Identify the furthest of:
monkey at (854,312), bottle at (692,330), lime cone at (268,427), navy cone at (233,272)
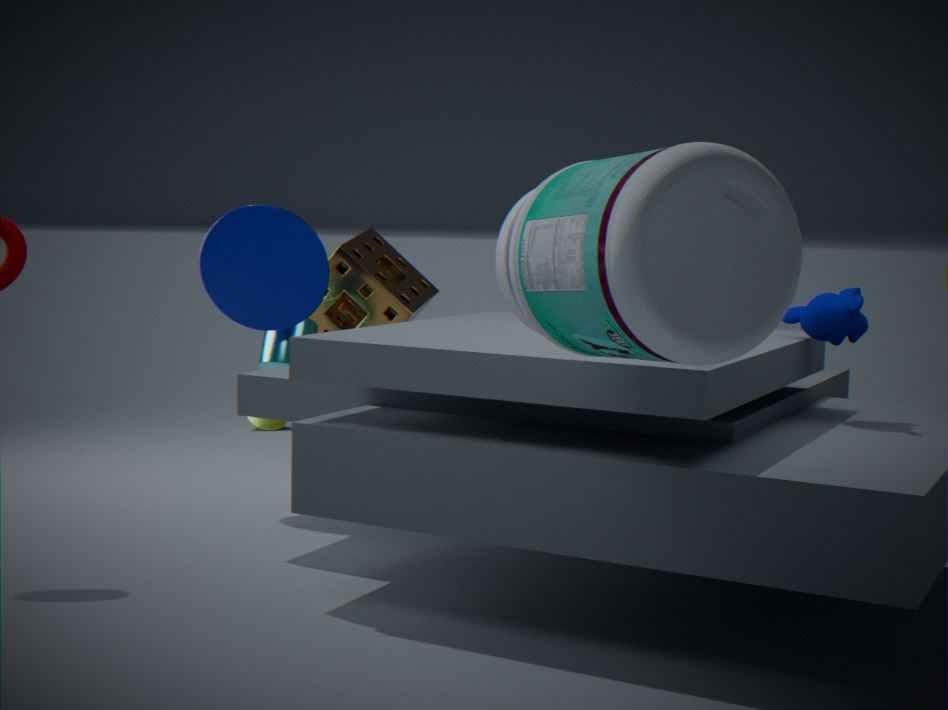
lime cone at (268,427)
